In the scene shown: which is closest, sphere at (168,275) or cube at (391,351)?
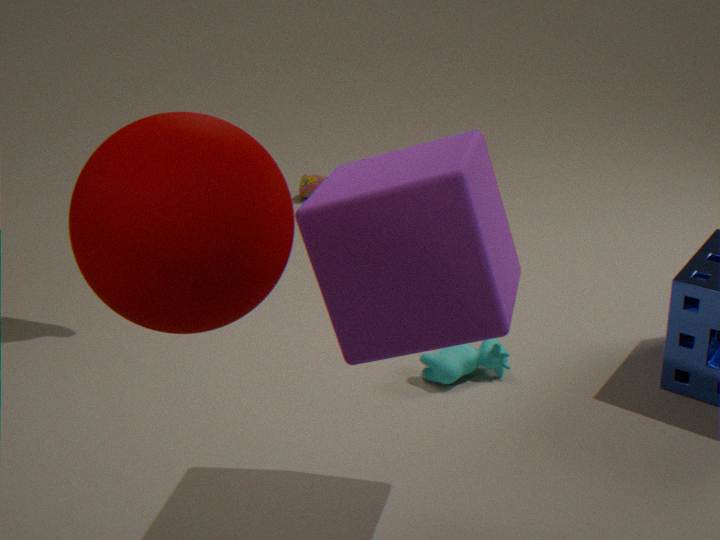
sphere at (168,275)
